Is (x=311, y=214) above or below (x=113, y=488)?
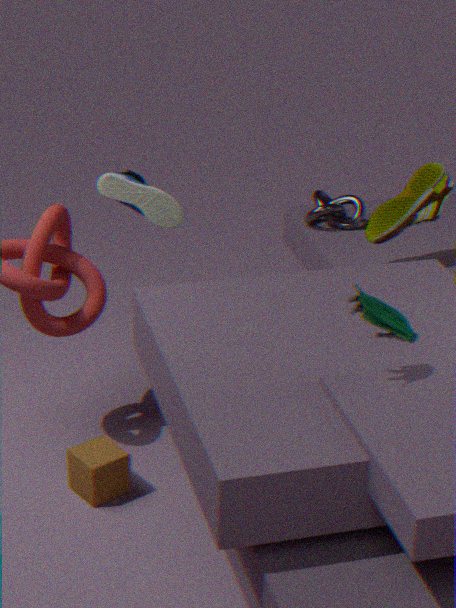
above
